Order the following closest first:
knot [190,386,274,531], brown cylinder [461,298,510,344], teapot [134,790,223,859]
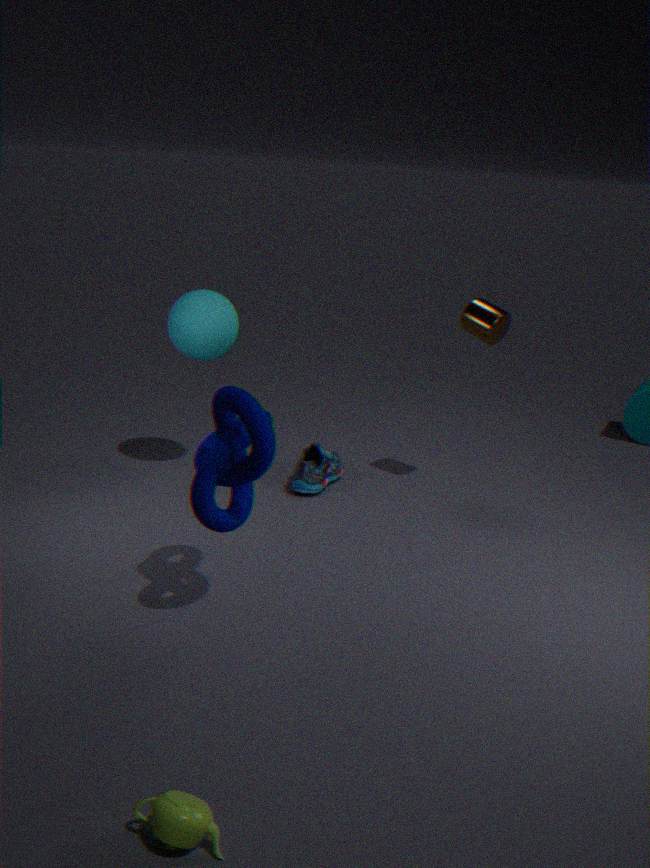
teapot [134,790,223,859], knot [190,386,274,531], brown cylinder [461,298,510,344]
